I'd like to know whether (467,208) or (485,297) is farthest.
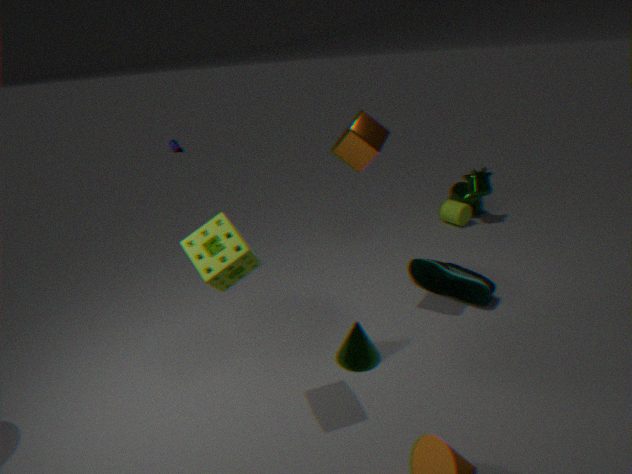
(467,208)
